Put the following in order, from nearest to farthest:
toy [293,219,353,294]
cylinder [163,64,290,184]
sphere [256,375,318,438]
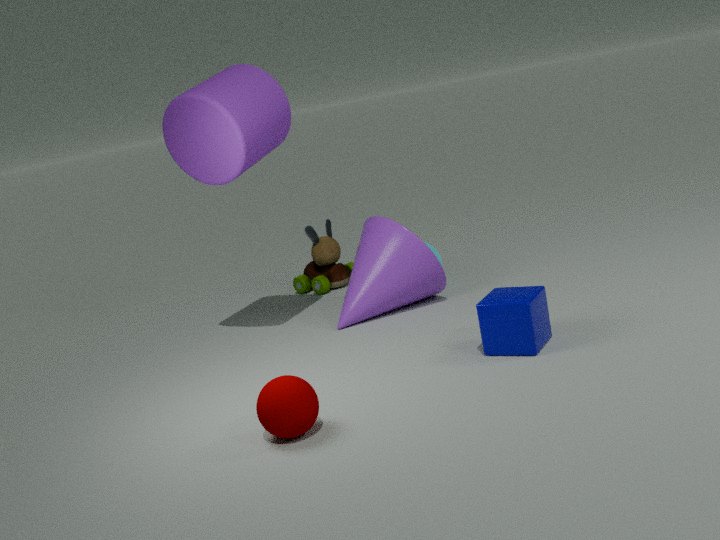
sphere [256,375,318,438] < cylinder [163,64,290,184] < toy [293,219,353,294]
